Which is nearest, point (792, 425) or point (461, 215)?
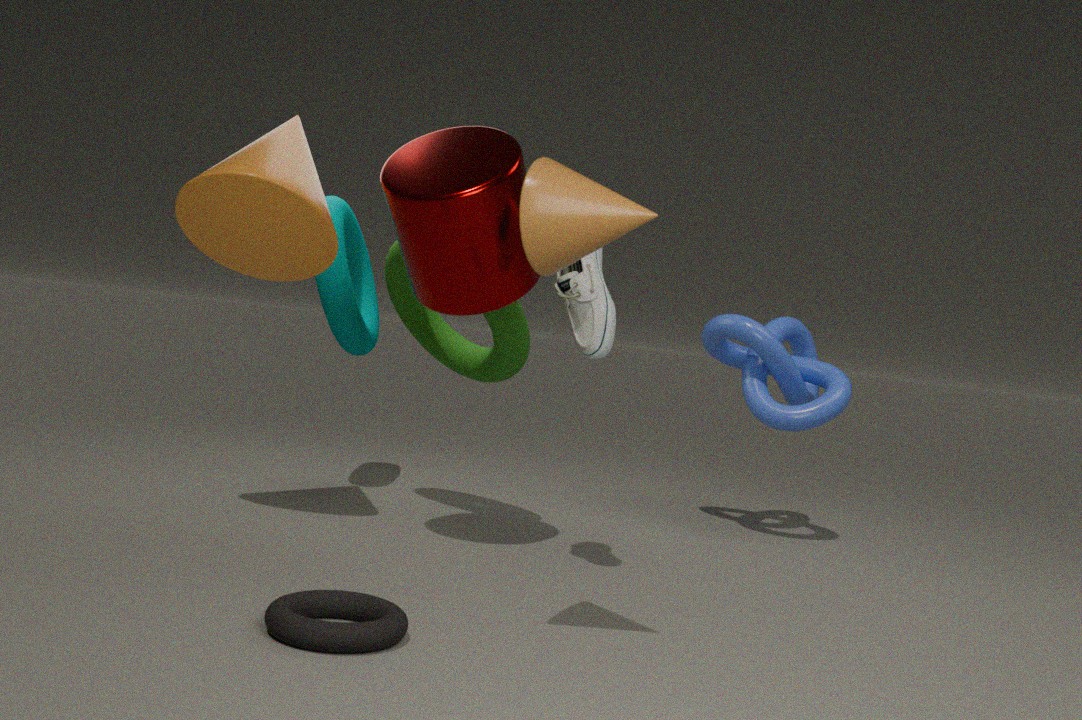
point (461, 215)
